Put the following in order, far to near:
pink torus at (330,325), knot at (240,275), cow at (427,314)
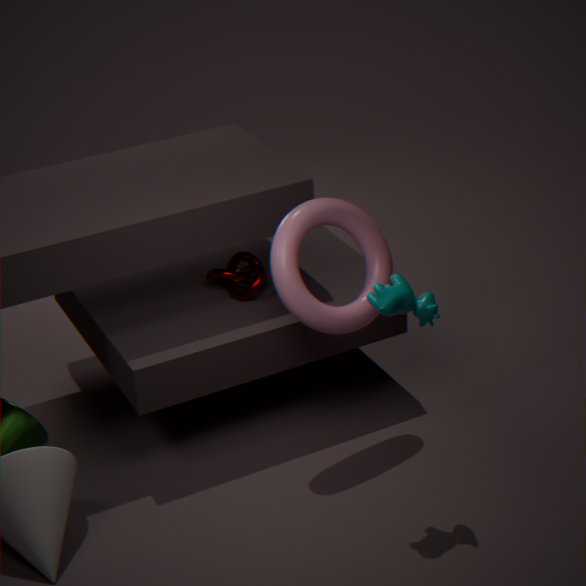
knot at (240,275) → pink torus at (330,325) → cow at (427,314)
